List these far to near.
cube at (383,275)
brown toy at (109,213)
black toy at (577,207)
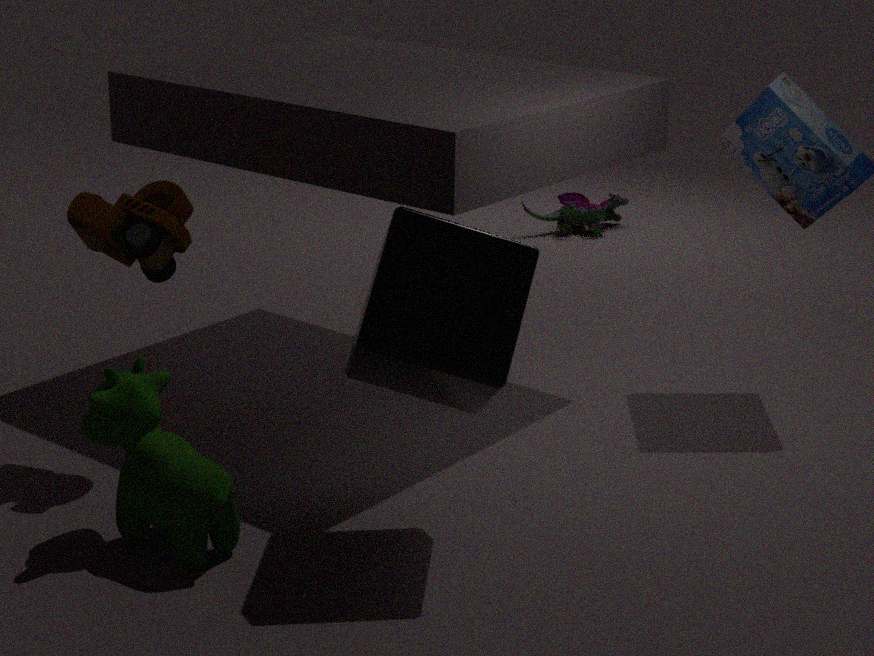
black toy at (577,207)
brown toy at (109,213)
cube at (383,275)
